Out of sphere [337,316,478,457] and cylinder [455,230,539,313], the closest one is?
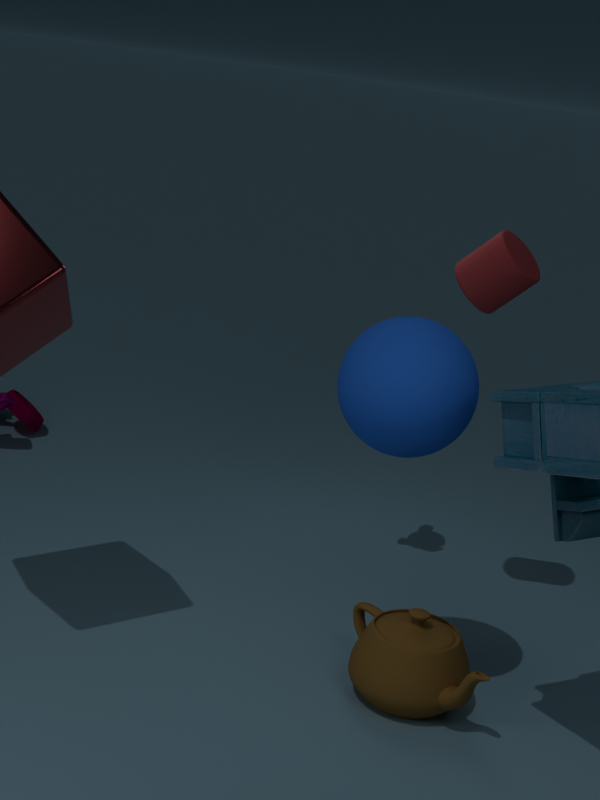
sphere [337,316,478,457]
